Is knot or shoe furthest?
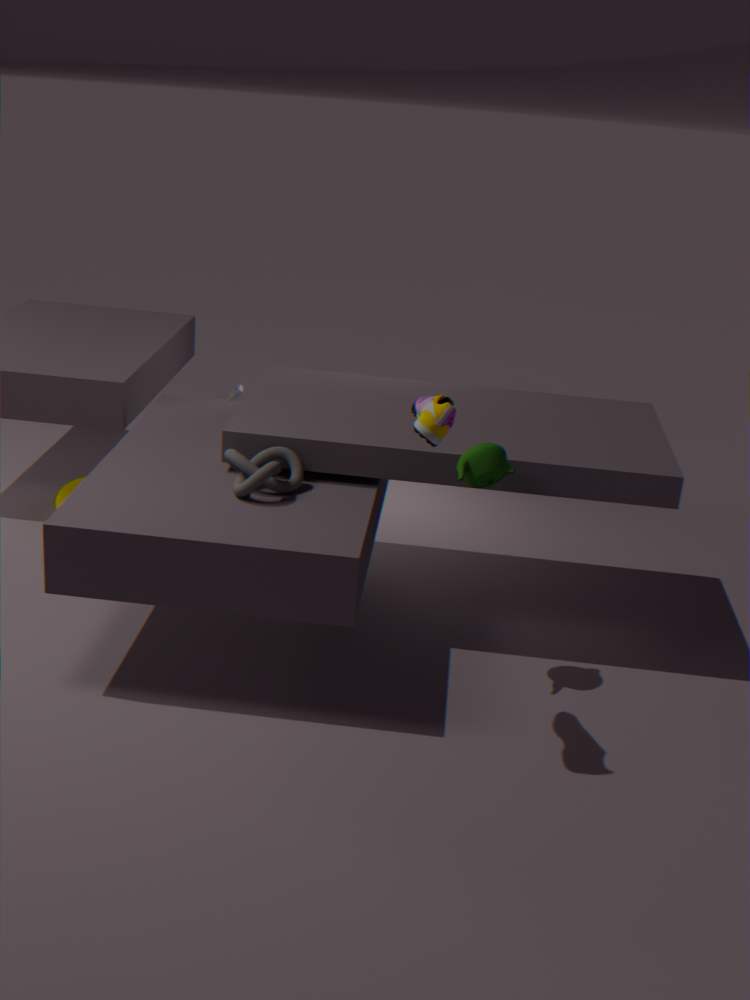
knot
